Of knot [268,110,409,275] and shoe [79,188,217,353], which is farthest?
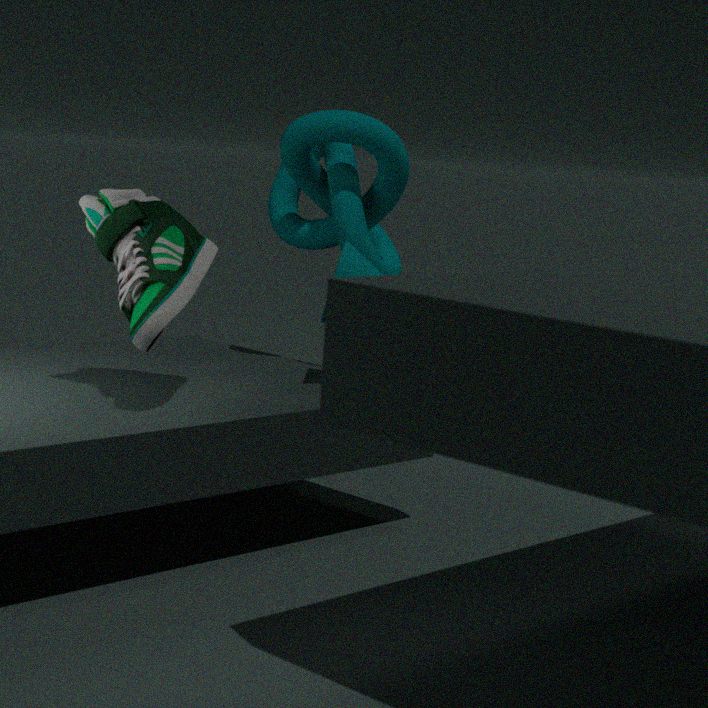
knot [268,110,409,275]
